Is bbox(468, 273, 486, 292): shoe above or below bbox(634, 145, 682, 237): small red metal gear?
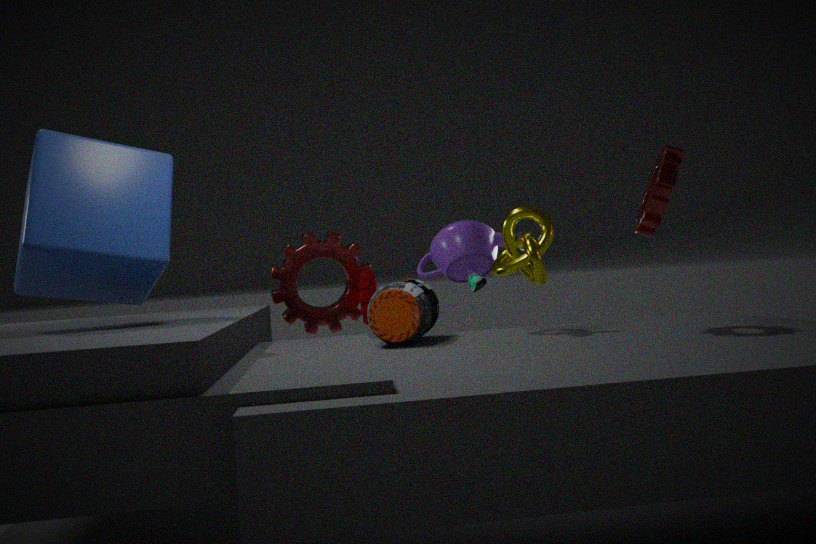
below
